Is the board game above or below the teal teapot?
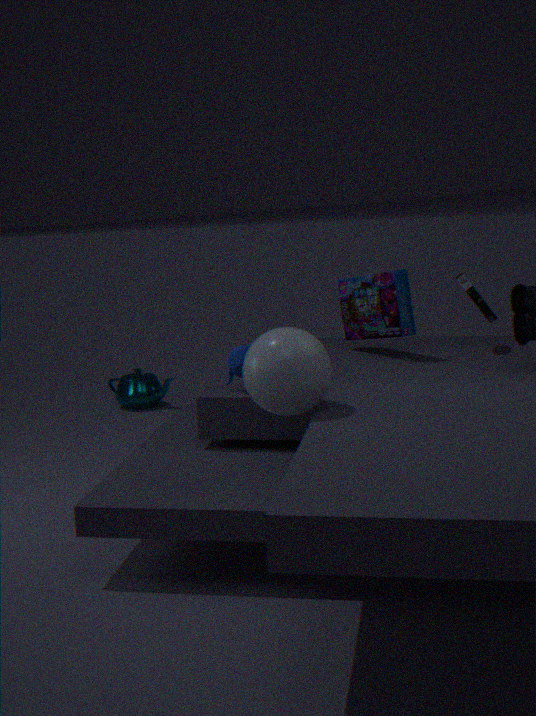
above
